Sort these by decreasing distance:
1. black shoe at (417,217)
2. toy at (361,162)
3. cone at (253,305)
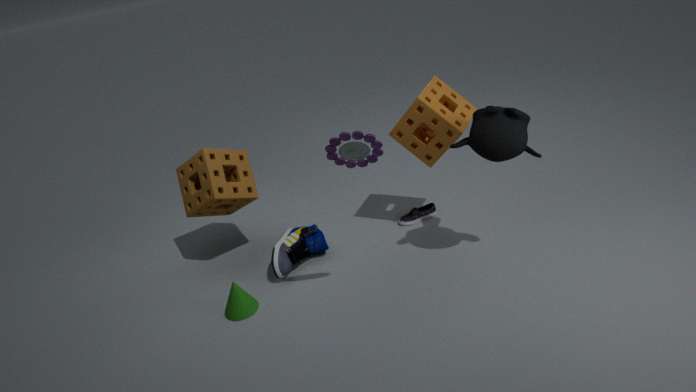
black shoe at (417,217) < cone at (253,305) < toy at (361,162)
